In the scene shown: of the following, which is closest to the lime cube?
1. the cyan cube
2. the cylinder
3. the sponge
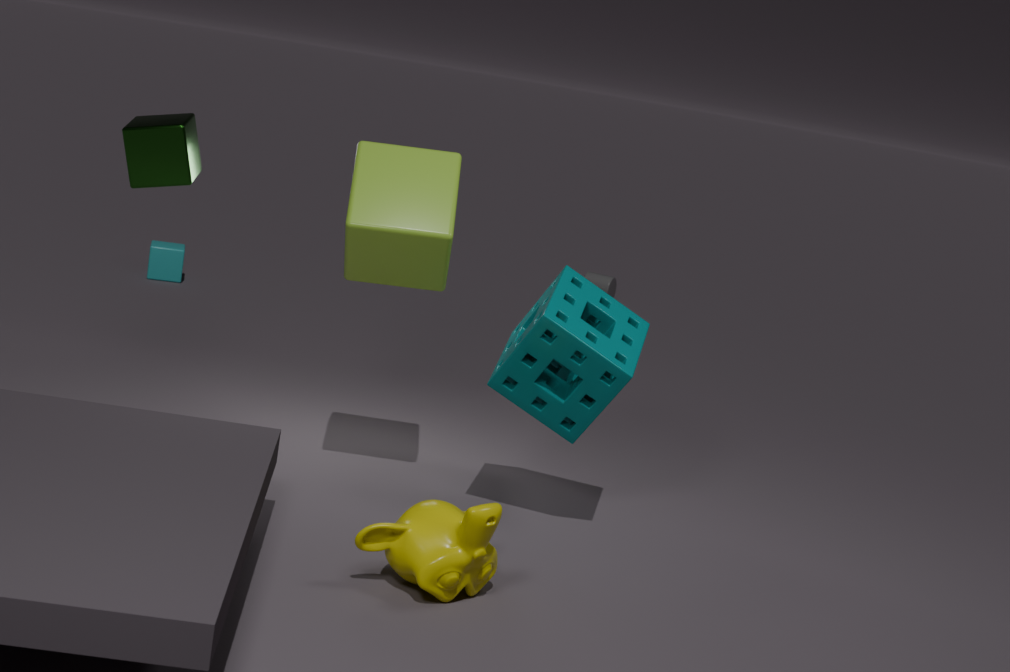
the sponge
